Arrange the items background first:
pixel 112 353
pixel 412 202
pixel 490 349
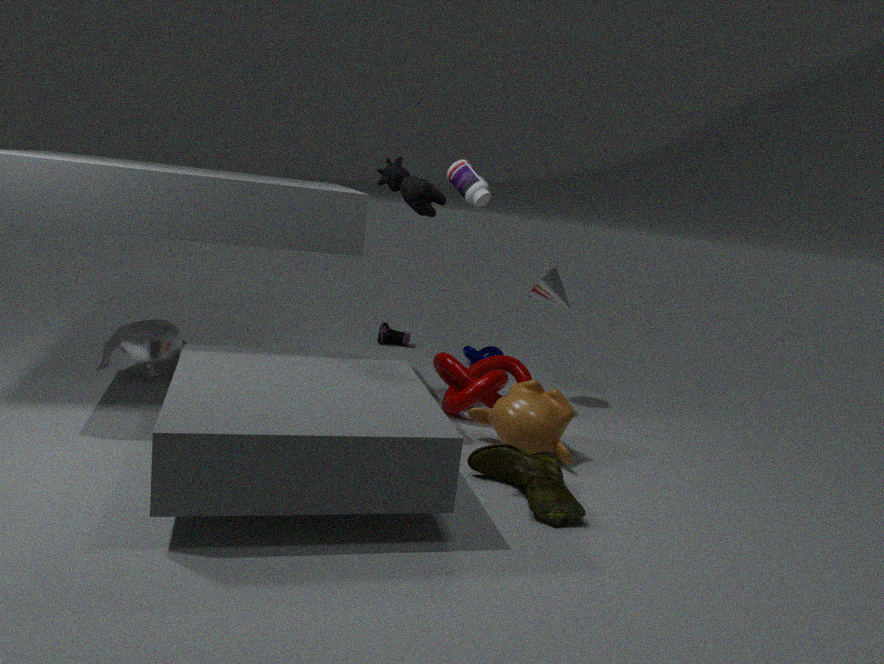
pixel 490 349 → pixel 112 353 → pixel 412 202
